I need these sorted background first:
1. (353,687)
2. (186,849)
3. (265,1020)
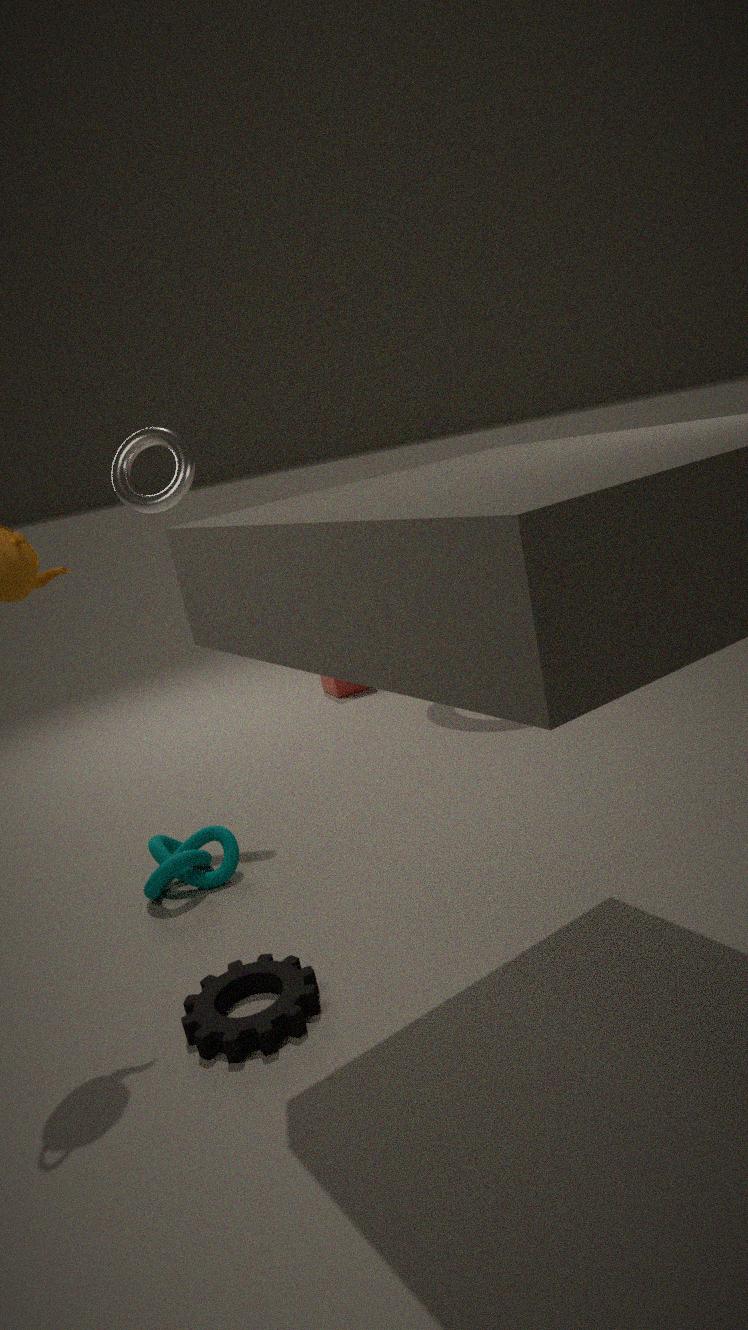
1. (353,687)
2. (186,849)
3. (265,1020)
